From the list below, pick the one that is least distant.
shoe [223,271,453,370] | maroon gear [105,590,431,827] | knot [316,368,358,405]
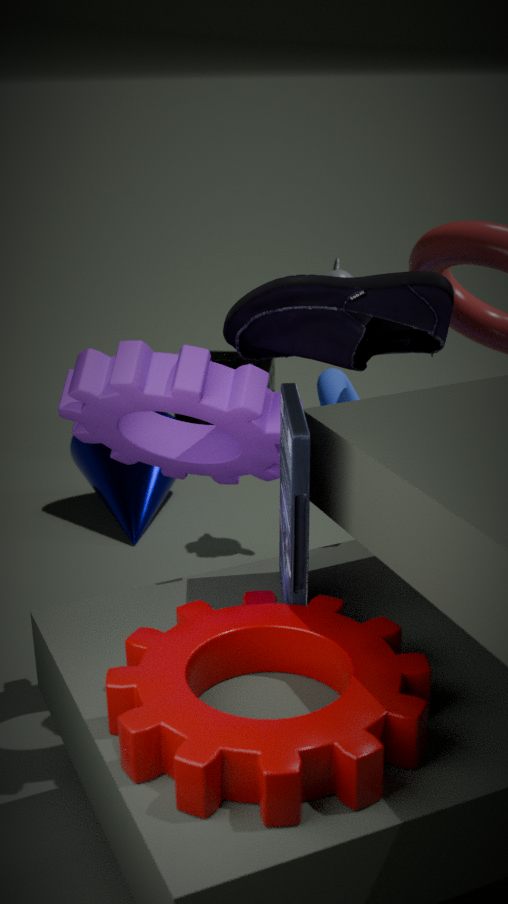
maroon gear [105,590,431,827]
